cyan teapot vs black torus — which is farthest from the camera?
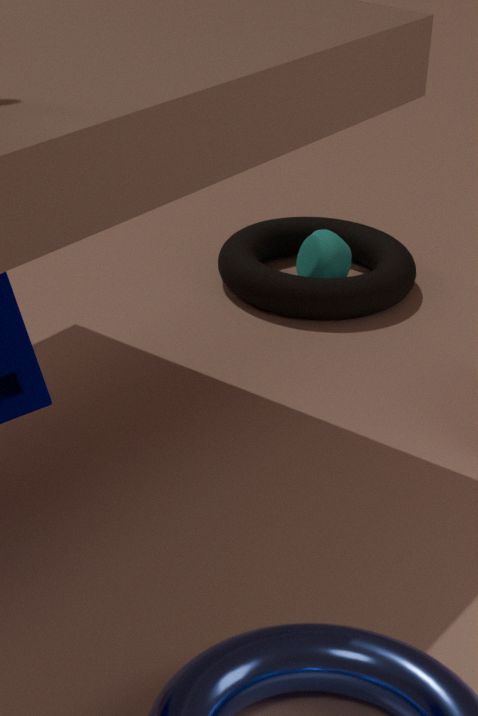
cyan teapot
